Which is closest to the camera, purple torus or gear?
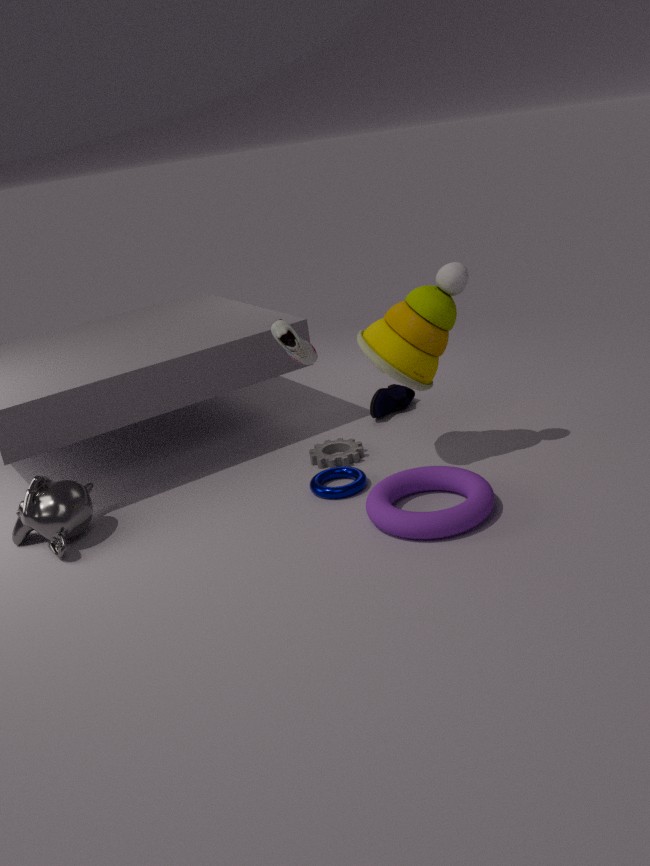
purple torus
